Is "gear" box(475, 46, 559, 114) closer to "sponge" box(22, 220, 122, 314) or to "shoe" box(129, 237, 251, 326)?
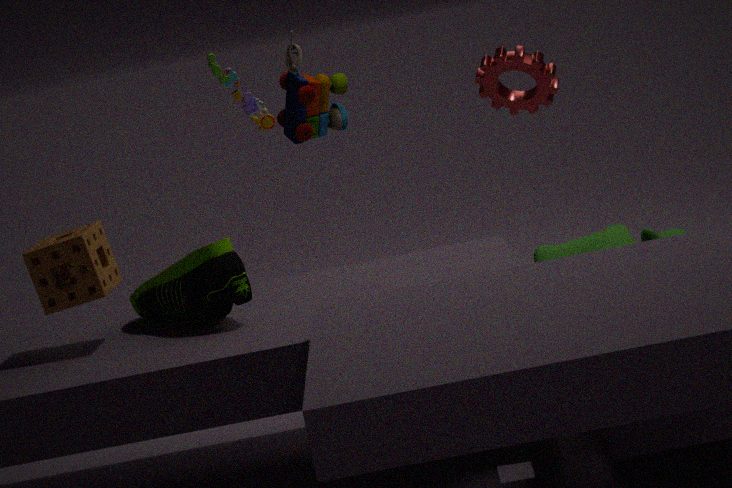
"shoe" box(129, 237, 251, 326)
